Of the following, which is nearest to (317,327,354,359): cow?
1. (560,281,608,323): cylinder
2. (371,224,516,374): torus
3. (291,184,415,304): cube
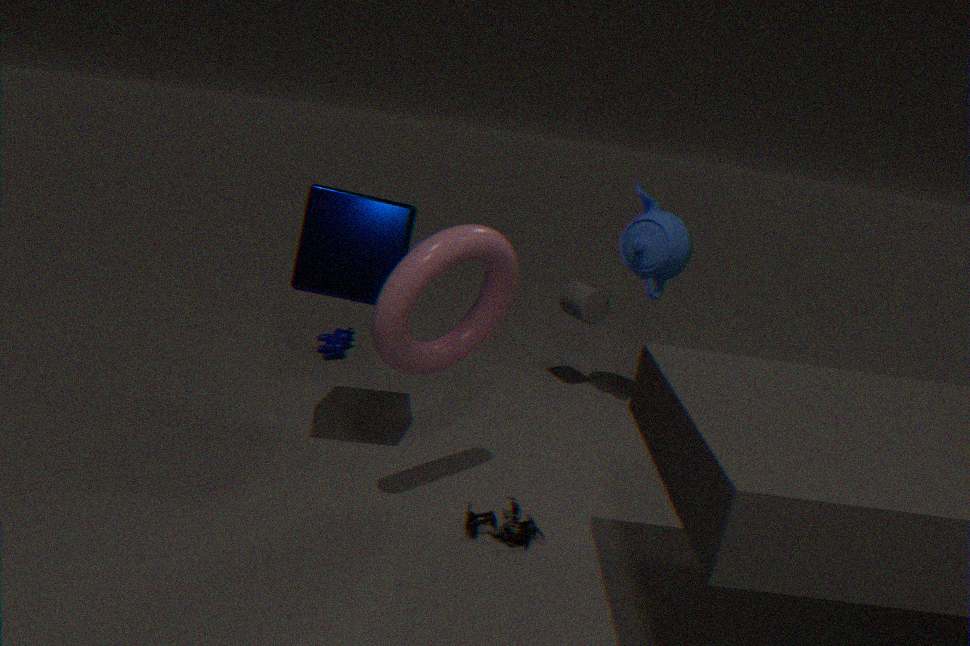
(291,184,415,304): cube
